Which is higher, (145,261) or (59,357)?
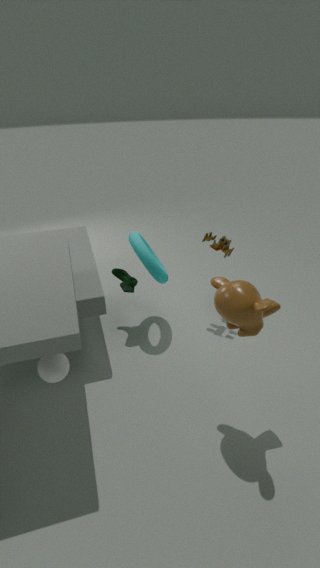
(145,261)
